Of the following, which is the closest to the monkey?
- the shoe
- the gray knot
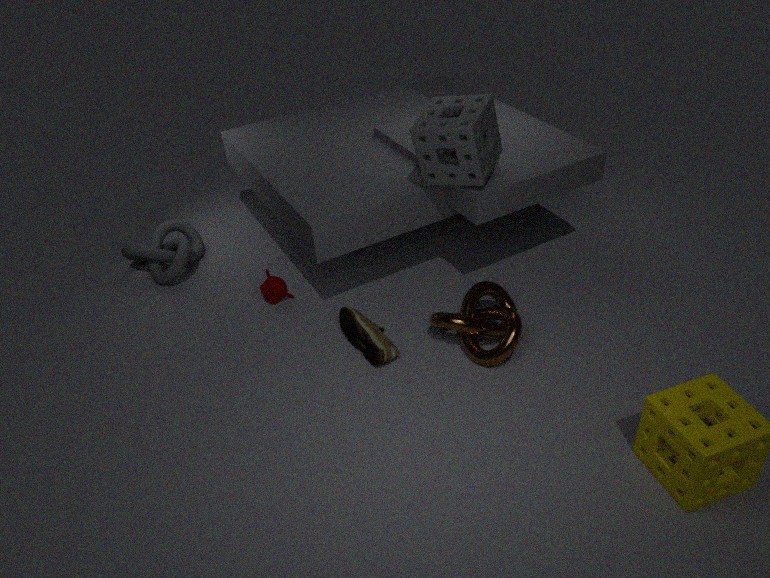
the shoe
